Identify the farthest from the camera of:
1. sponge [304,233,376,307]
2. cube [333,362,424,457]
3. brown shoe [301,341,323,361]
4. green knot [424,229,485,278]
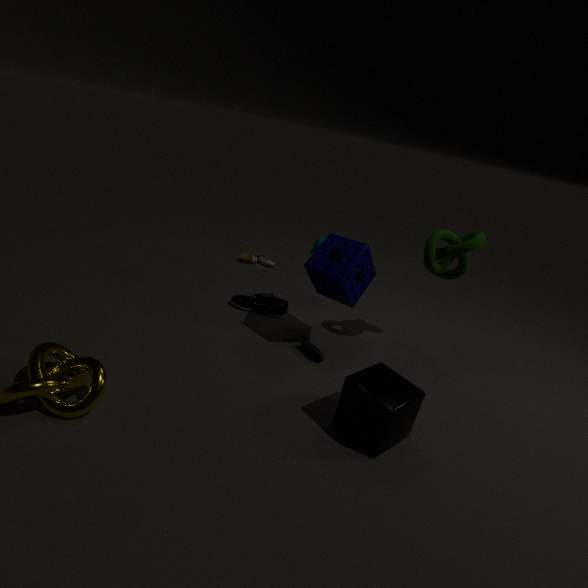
brown shoe [301,341,323,361]
